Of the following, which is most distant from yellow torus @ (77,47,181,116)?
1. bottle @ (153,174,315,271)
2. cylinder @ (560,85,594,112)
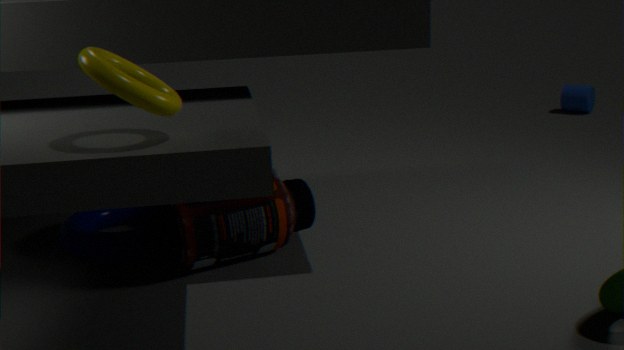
cylinder @ (560,85,594,112)
